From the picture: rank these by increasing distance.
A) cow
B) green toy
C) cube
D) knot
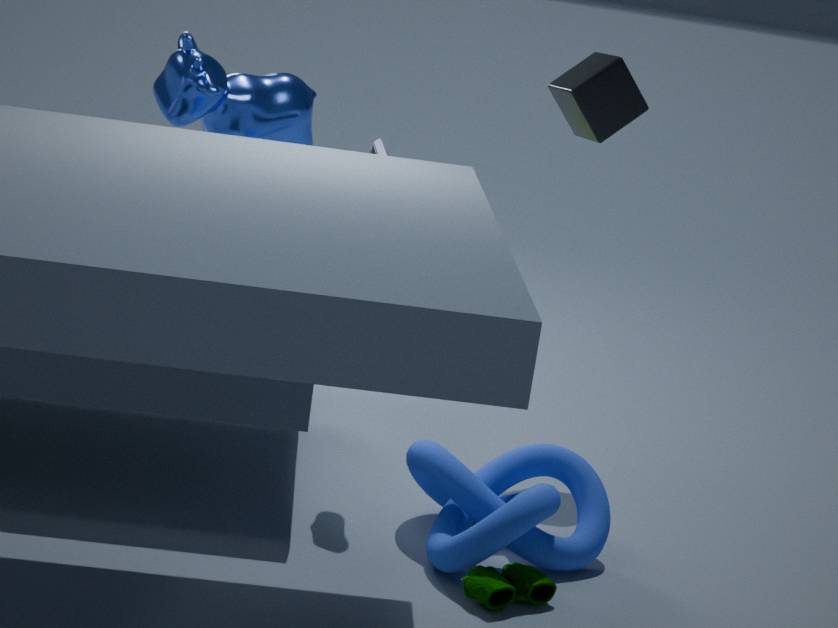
green toy < knot < cow < cube
